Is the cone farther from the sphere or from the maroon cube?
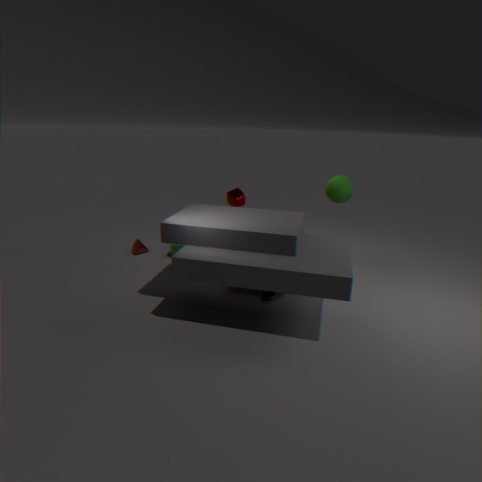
the sphere
